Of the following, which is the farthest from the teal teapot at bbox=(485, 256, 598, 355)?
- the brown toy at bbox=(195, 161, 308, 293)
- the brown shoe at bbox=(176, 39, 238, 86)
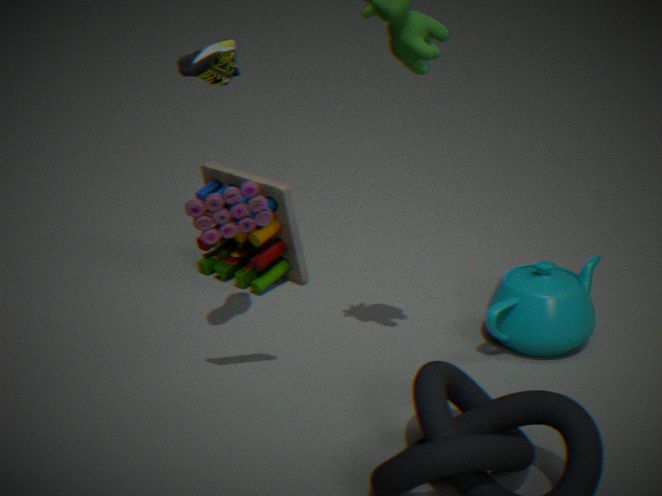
the brown shoe at bbox=(176, 39, 238, 86)
